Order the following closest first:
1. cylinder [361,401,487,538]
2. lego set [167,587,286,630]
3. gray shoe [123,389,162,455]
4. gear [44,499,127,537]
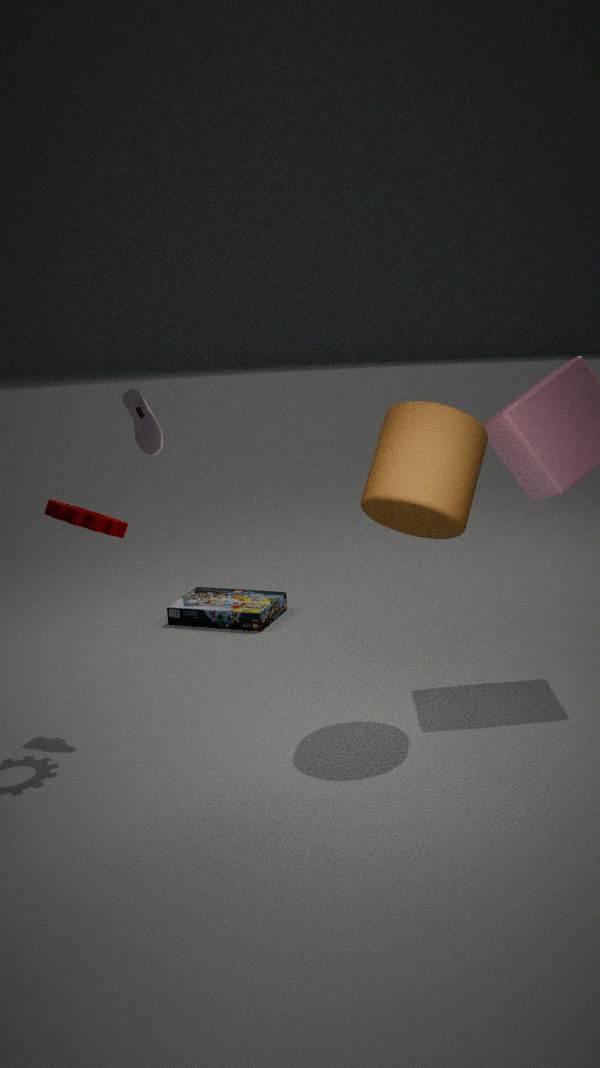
gear [44,499,127,537]
cylinder [361,401,487,538]
gray shoe [123,389,162,455]
lego set [167,587,286,630]
